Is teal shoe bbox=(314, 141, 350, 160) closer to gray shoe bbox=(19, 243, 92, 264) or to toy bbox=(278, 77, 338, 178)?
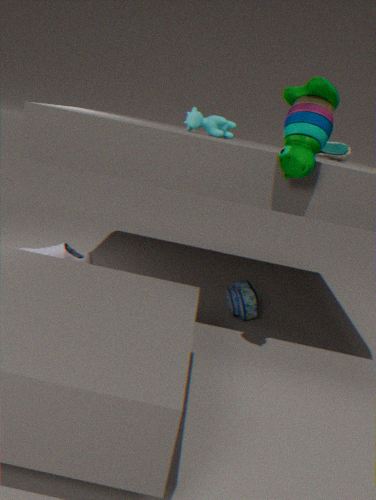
toy bbox=(278, 77, 338, 178)
